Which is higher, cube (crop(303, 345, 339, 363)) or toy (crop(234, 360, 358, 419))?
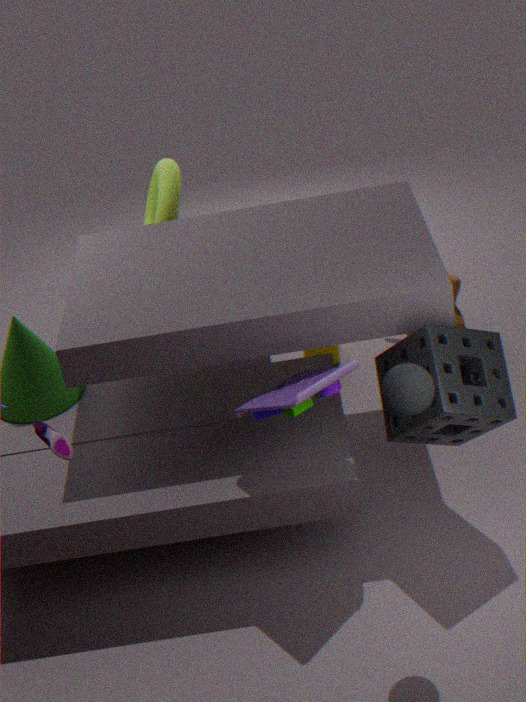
toy (crop(234, 360, 358, 419))
